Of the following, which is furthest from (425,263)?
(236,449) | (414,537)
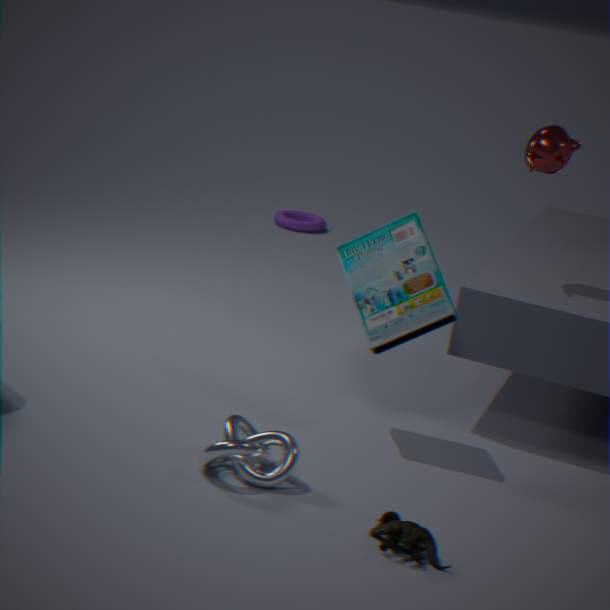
(414,537)
